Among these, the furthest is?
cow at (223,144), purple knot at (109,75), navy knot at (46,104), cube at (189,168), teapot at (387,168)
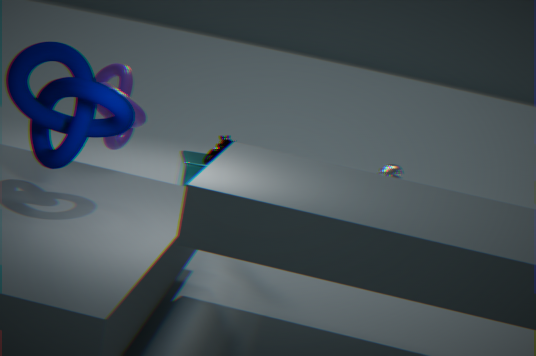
teapot at (387,168)
